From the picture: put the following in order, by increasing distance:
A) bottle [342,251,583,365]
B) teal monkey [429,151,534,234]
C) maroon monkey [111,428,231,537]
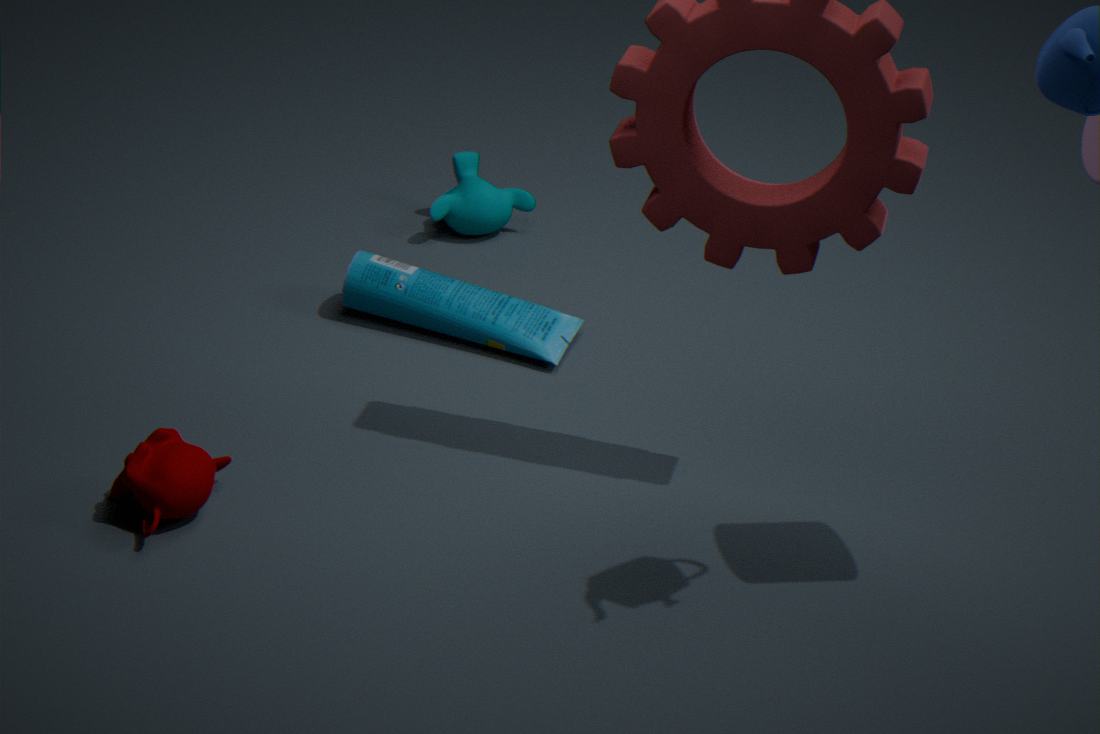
maroon monkey [111,428,231,537] → bottle [342,251,583,365] → teal monkey [429,151,534,234]
